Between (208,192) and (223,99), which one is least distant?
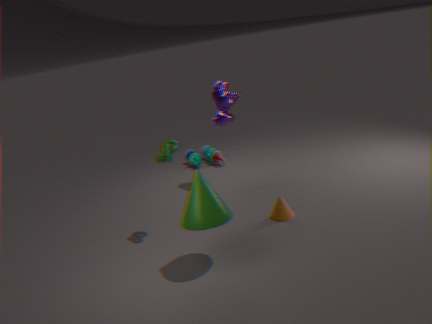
(208,192)
